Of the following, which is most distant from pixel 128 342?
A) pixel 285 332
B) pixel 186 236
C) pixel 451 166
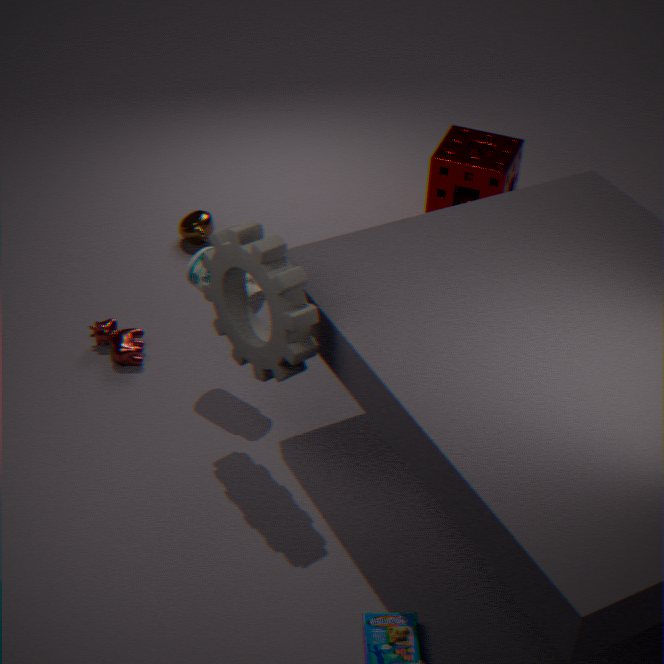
pixel 451 166
